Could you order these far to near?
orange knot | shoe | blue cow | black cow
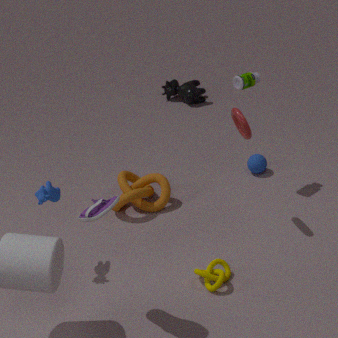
black cow < orange knot < blue cow < shoe
